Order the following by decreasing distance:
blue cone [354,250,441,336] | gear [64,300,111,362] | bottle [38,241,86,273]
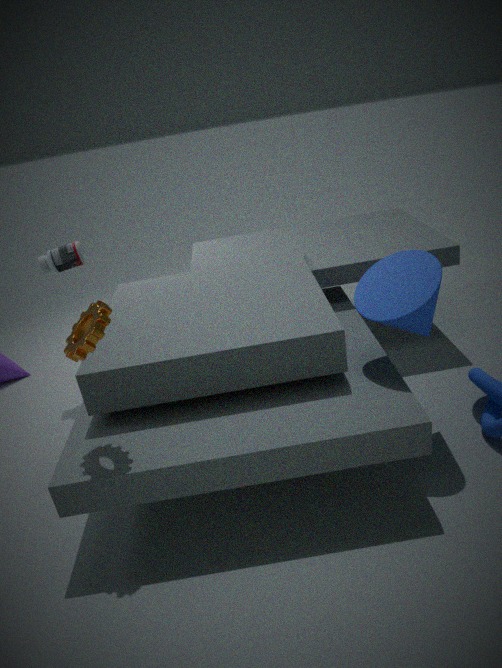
bottle [38,241,86,273] → blue cone [354,250,441,336] → gear [64,300,111,362]
